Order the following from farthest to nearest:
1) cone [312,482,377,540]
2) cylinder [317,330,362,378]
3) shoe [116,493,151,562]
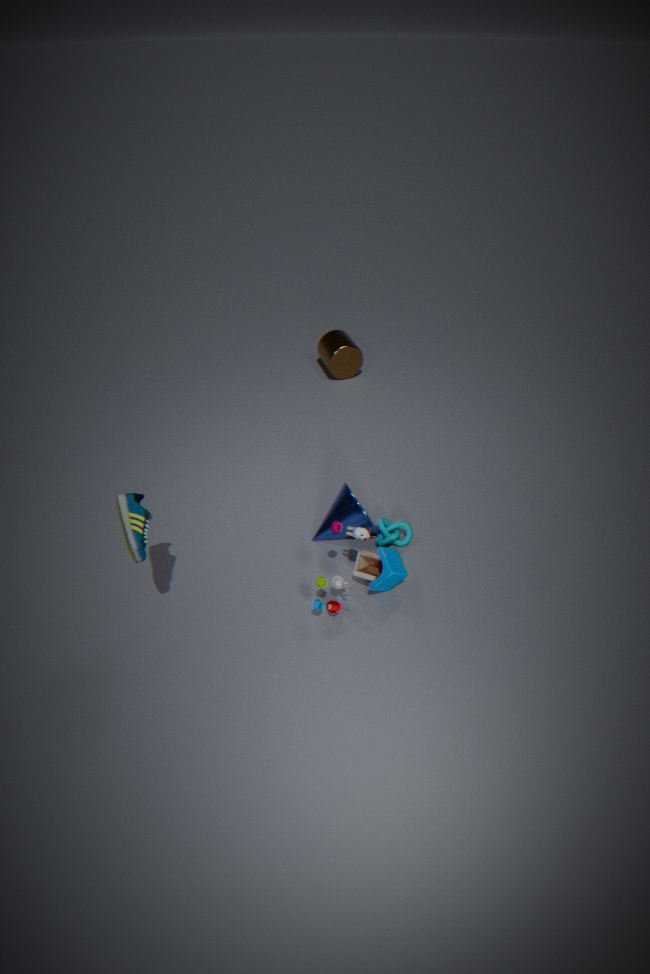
1. 2. cylinder [317,330,362,378]
2. 1. cone [312,482,377,540]
3. 3. shoe [116,493,151,562]
